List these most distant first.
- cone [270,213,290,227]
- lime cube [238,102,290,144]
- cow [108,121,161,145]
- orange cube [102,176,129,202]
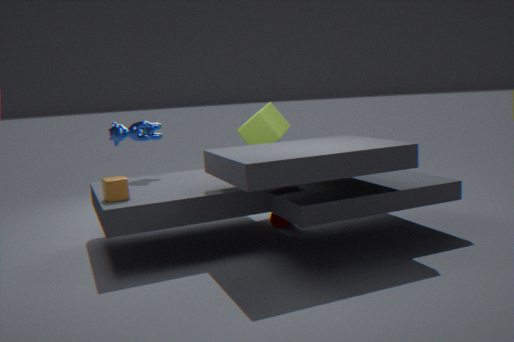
lime cube [238,102,290,144]
cone [270,213,290,227]
cow [108,121,161,145]
orange cube [102,176,129,202]
